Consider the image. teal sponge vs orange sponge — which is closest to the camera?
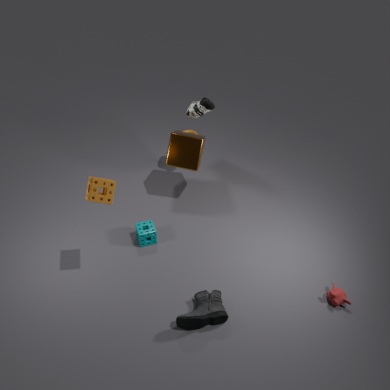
orange sponge
